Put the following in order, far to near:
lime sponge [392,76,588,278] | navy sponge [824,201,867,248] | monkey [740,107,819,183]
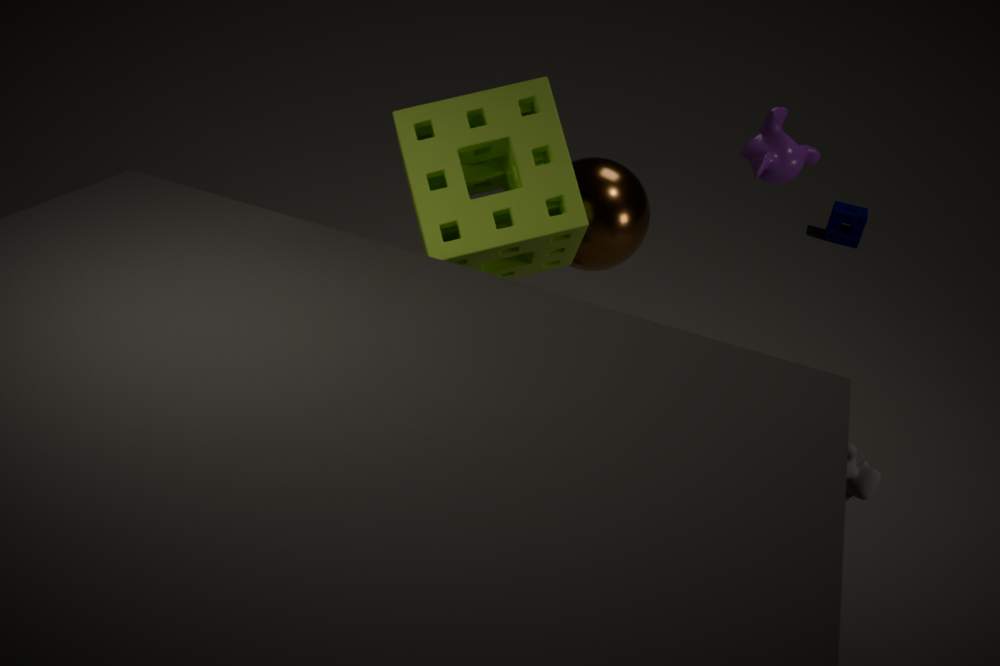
navy sponge [824,201,867,248] < monkey [740,107,819,183] < lime sponge [392,76,588,278]
